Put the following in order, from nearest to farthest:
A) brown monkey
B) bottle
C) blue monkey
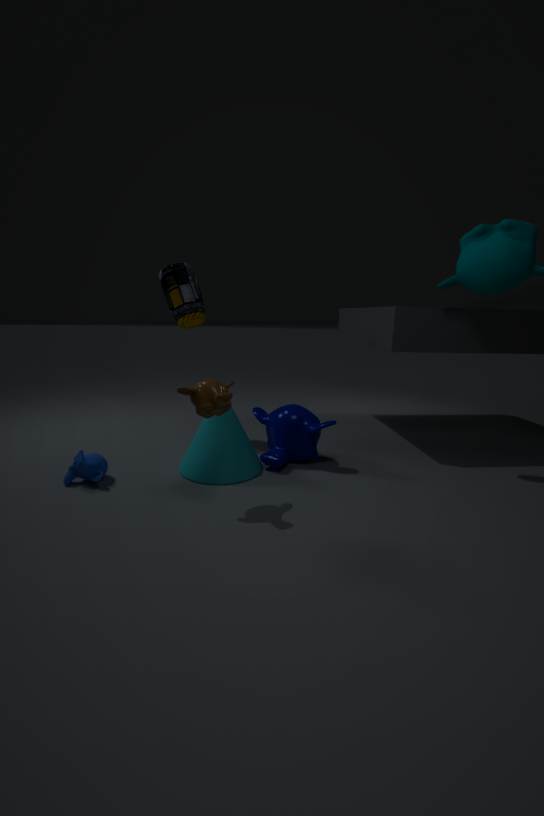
brown monkey → blue monkey → bottle
